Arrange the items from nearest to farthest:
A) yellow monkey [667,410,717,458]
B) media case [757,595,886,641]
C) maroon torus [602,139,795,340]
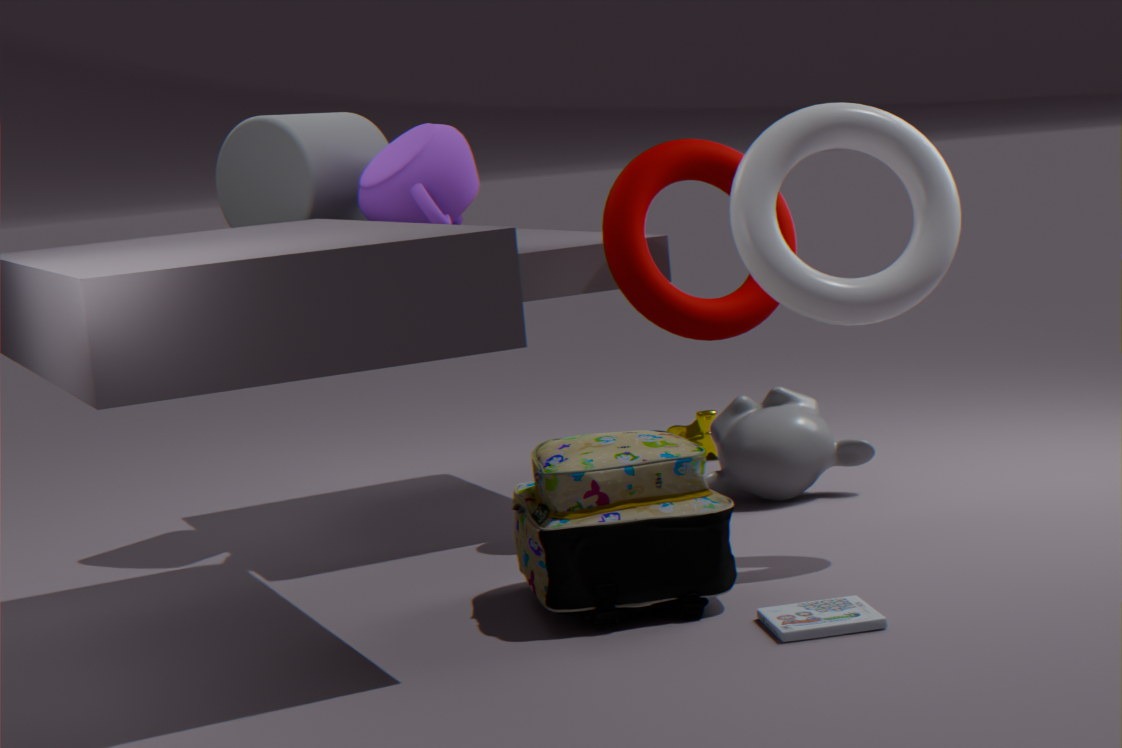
1. media case [757,595,886,641]
2. maroon torus [602,139,795,340]
3. yellow monkey [667,410,717,458]
